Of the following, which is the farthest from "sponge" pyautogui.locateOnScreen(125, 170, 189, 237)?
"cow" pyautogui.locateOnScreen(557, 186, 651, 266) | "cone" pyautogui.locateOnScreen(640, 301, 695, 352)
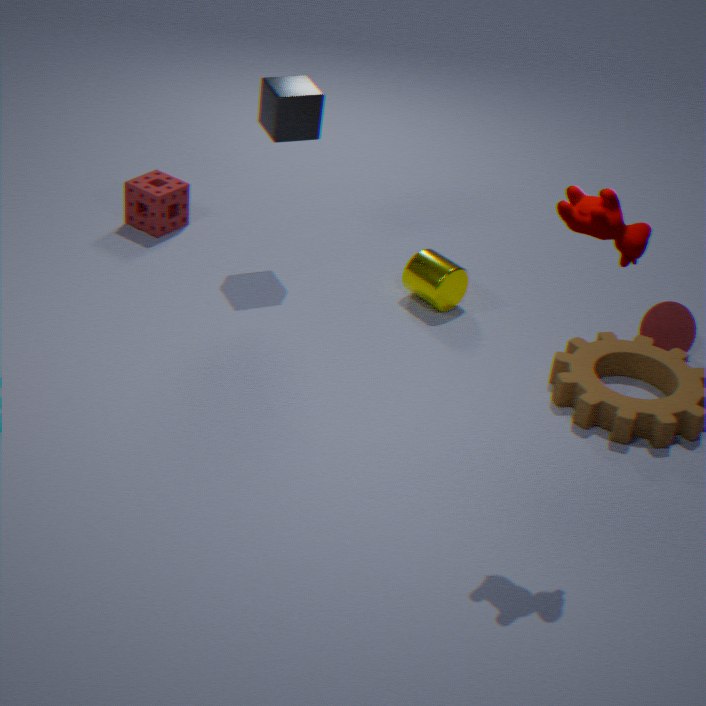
"cow" pyautogui.locateOnScreen(557, 186, 651, 266)
